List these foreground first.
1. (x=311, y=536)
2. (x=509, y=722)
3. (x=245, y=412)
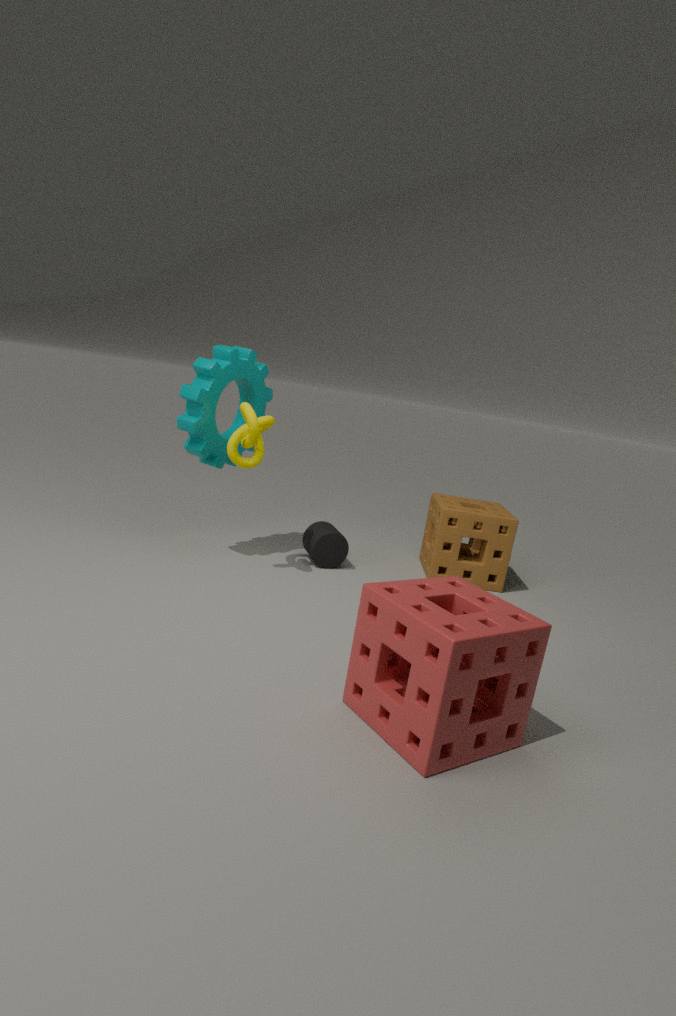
(x=509, y=722)
(x=245, y=412)
(x=311, y=536)
